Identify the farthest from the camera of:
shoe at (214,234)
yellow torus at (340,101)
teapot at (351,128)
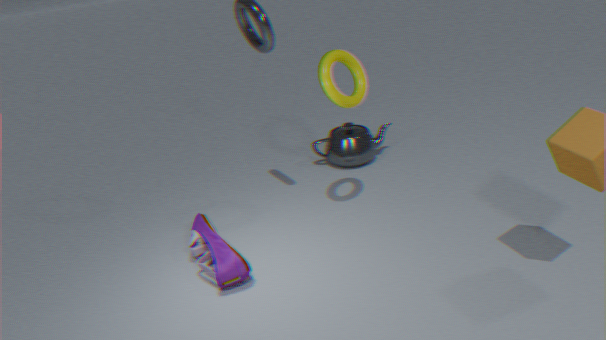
teapot at (351,128)
